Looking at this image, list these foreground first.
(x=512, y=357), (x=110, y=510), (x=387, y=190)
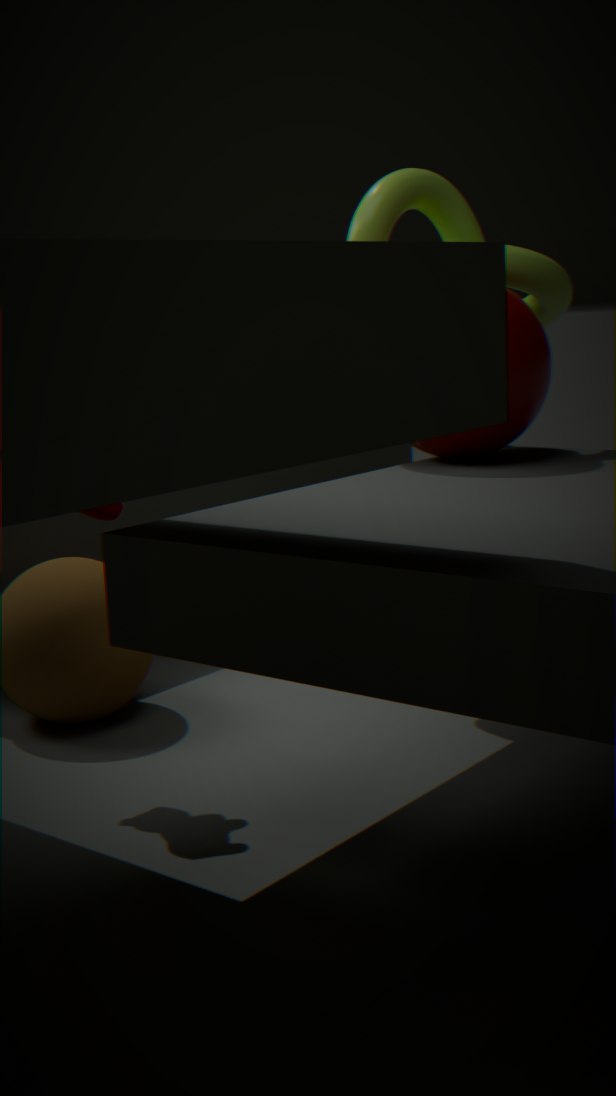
(x=110, y=510)
(x=512, y=357)
(x=387, y=190)
